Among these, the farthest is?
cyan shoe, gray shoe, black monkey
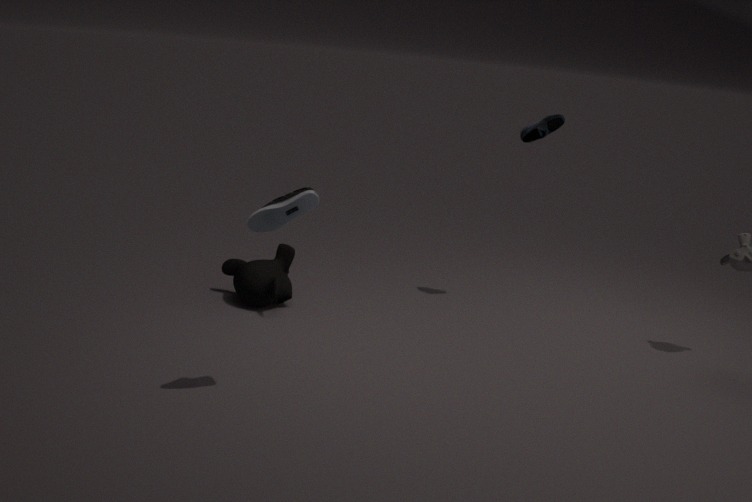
cyan shoe
